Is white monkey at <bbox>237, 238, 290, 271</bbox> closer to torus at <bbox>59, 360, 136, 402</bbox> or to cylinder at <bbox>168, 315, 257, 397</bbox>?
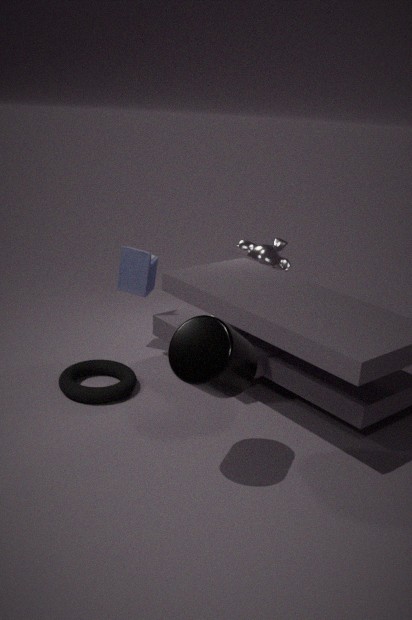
torus at <bbox>59, 360, 136, 402</bbox>
